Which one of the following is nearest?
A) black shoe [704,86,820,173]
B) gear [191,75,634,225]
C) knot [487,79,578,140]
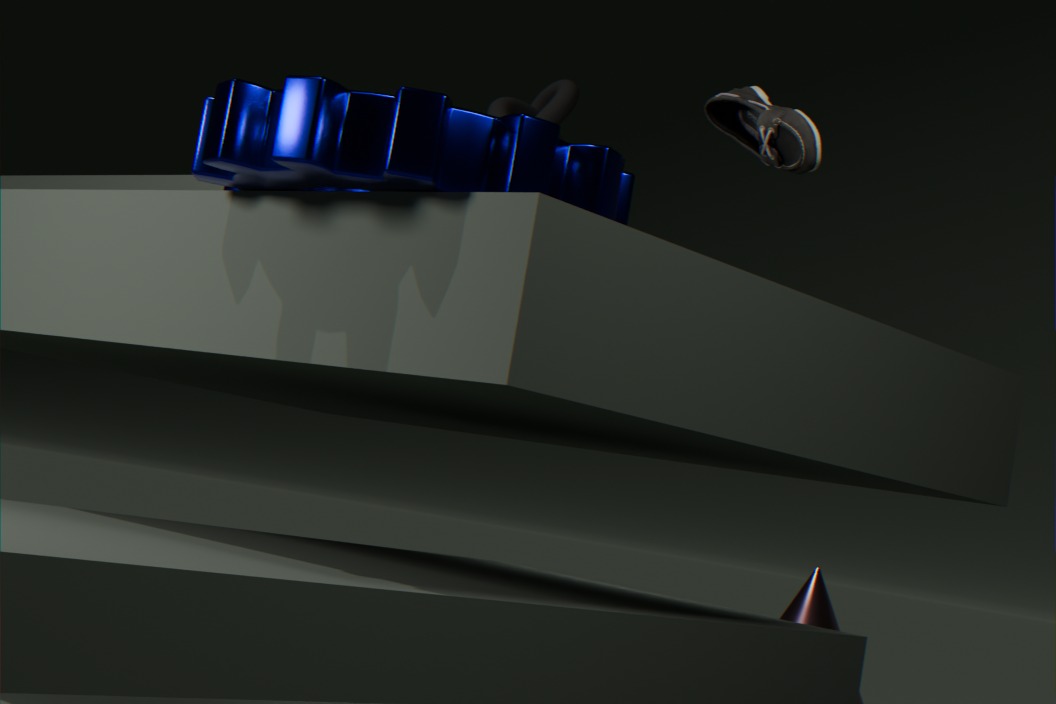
gear [191,75,634,225]
